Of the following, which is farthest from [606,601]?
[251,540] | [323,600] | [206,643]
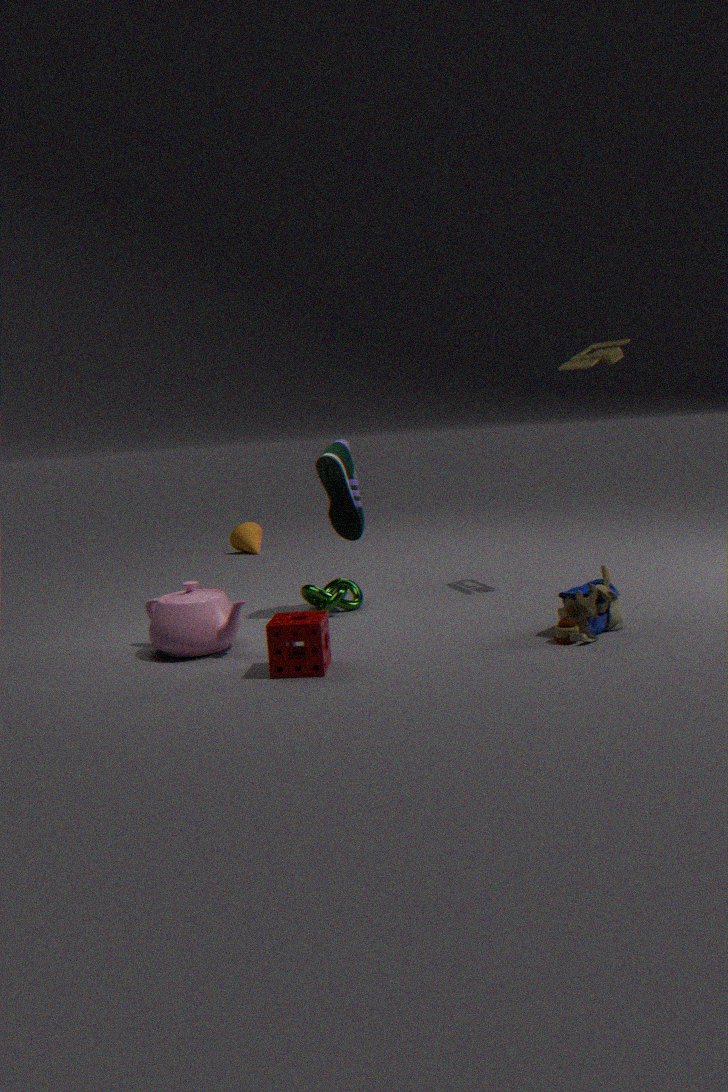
[251,540]
